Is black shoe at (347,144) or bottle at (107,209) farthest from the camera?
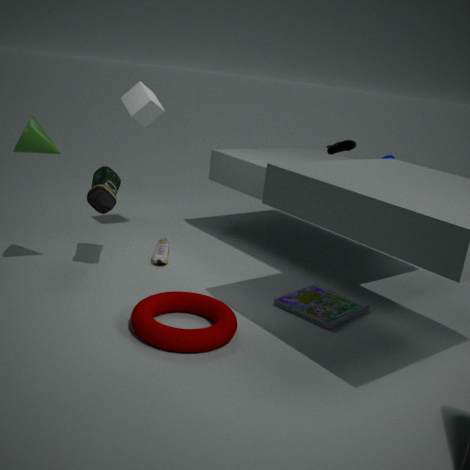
black shoe at (347,144)
